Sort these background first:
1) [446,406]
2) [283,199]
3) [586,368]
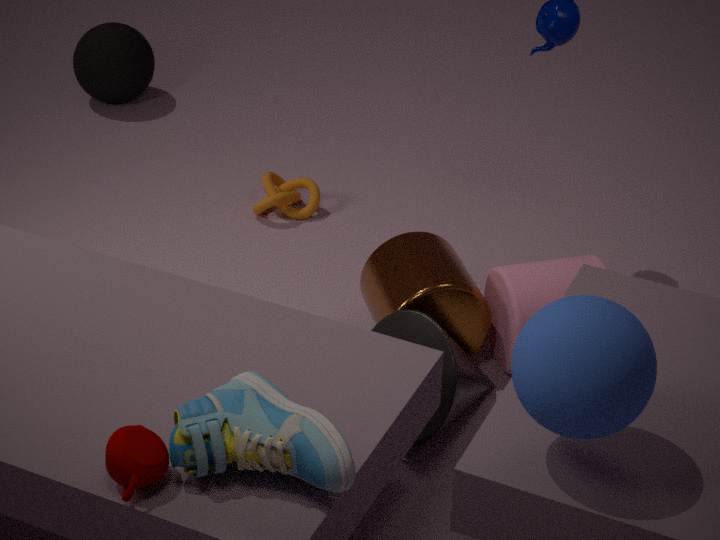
2. [283,199] → 1. [446,406] → 3. [586,368]
